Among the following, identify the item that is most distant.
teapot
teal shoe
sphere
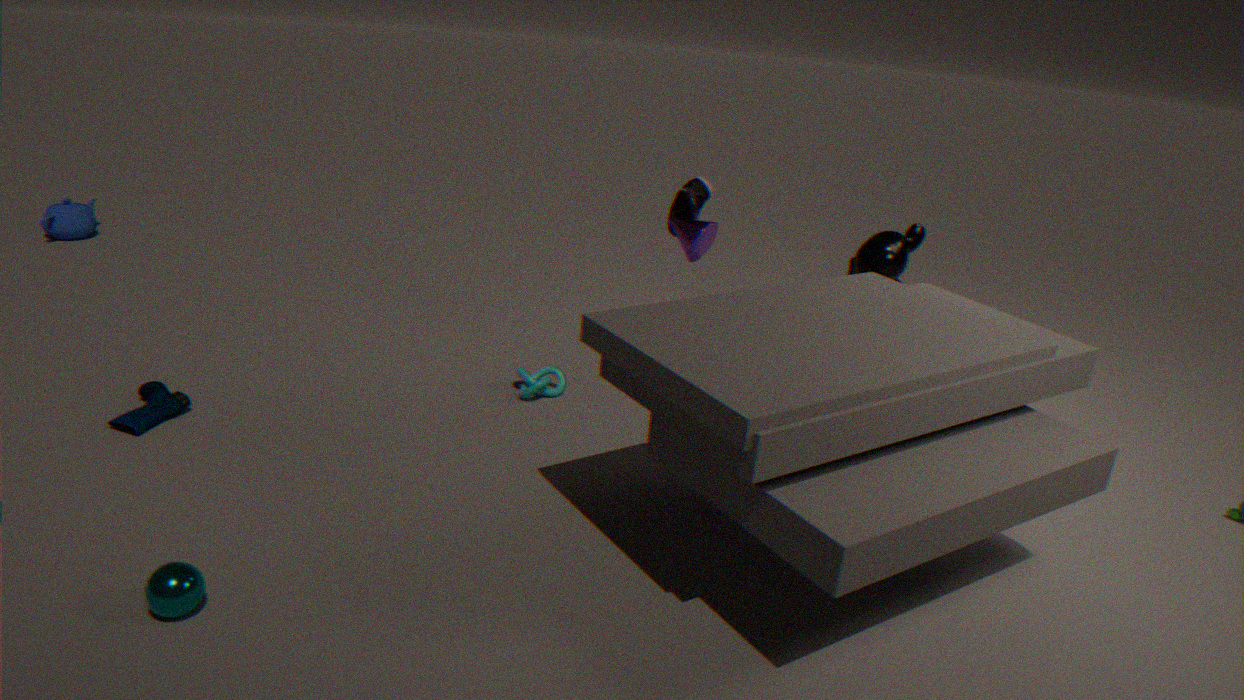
teapot
